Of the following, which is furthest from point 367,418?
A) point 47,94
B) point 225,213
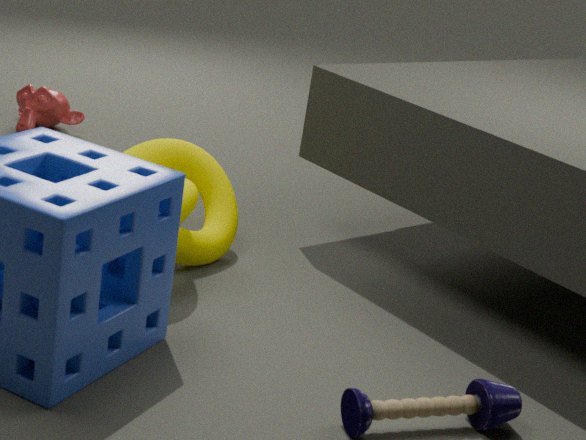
point 47,94
